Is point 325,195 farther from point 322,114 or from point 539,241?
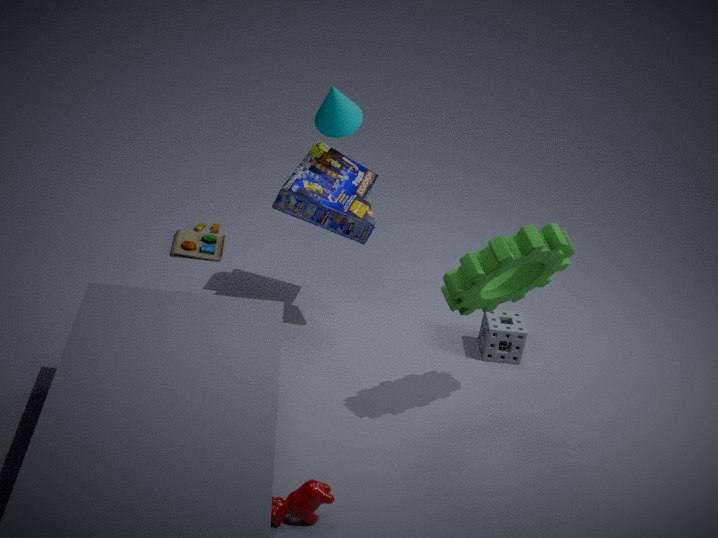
point 539,241
